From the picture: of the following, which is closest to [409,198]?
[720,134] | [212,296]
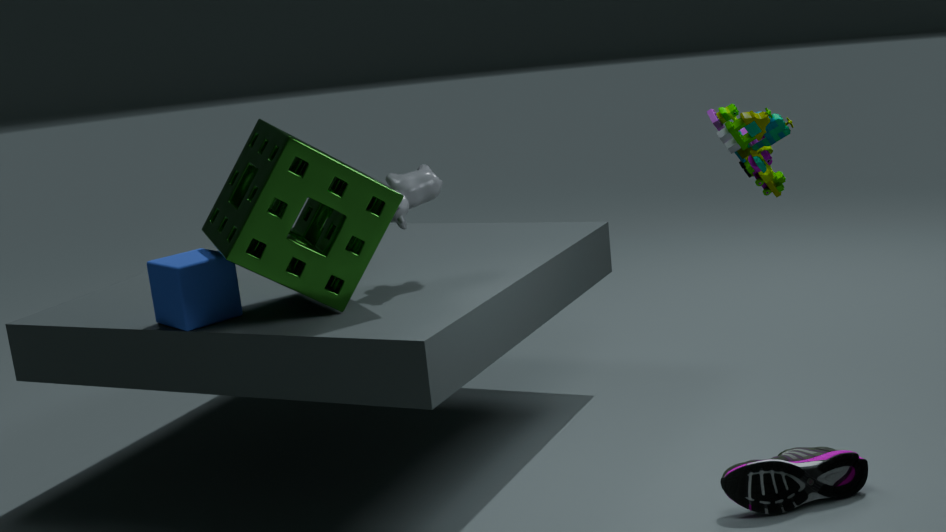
[212,296]
